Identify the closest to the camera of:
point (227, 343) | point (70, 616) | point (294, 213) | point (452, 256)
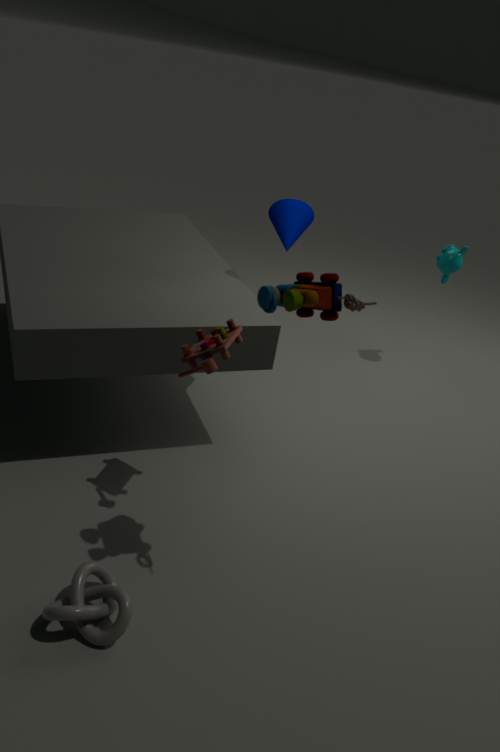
point (70, 616)
